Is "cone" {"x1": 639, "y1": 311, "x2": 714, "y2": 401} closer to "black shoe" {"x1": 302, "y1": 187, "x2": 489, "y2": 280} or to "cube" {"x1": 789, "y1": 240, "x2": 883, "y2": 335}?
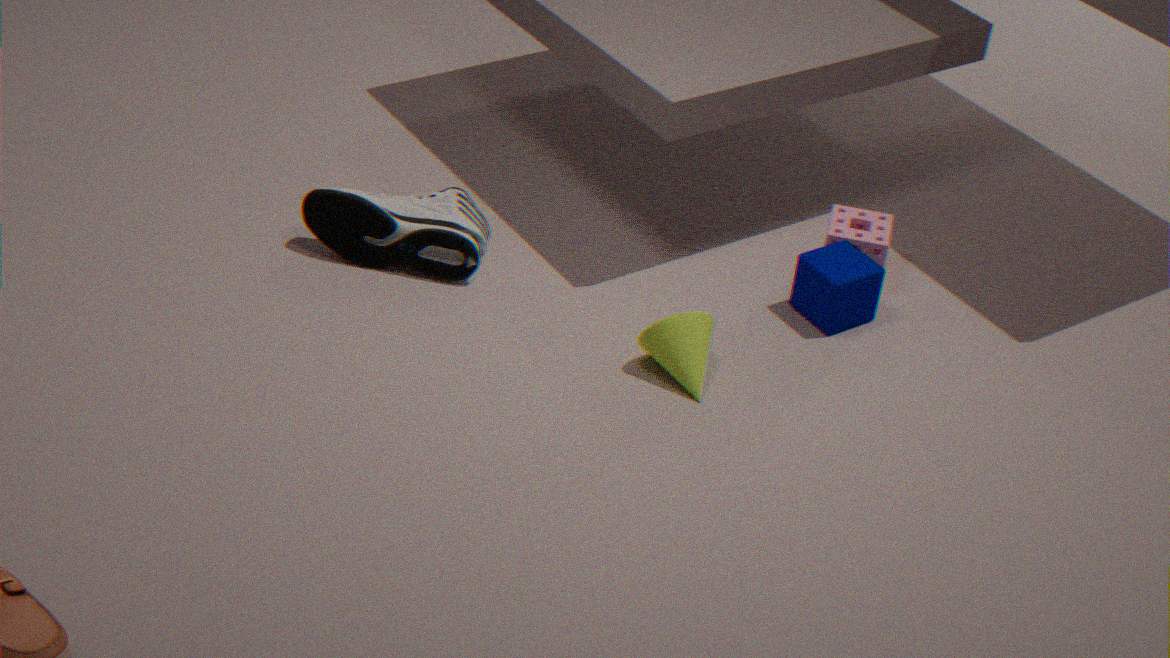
"cube" {"x1": 789, "y1": 240, "x2": 883, "y2": 335}
